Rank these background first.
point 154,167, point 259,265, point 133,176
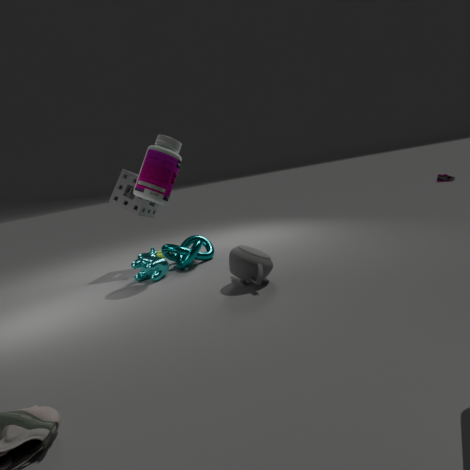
1. point 133,176
2. point 154,167
3. point 259,265
